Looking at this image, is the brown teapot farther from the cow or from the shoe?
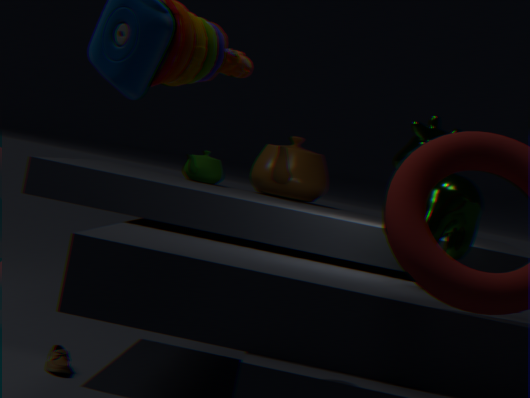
the shoe
